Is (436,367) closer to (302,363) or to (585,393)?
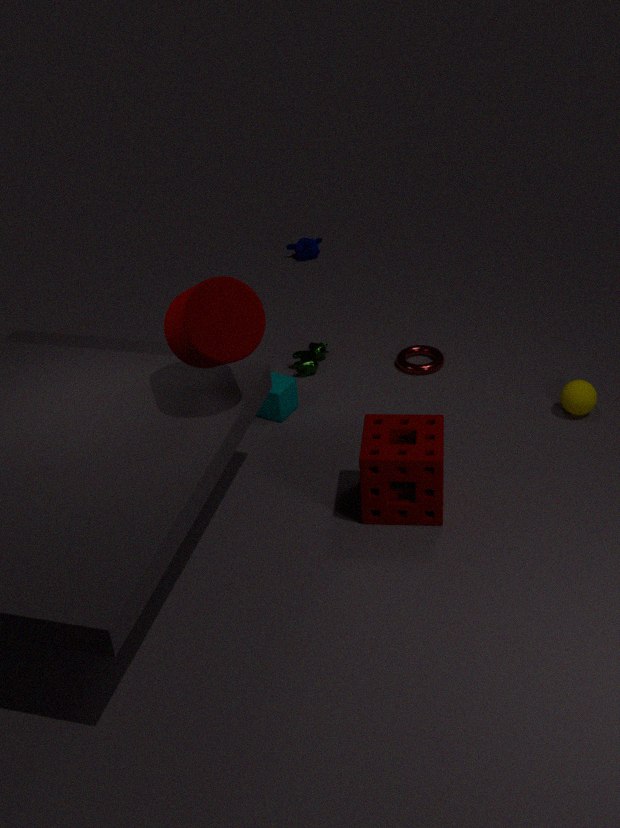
(302,363)
